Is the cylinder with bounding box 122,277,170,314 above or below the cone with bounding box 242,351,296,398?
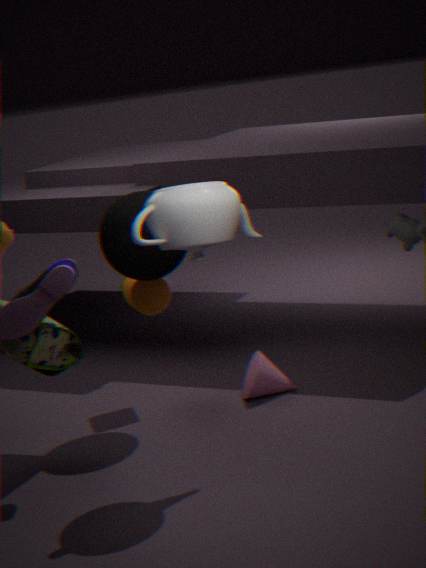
above
